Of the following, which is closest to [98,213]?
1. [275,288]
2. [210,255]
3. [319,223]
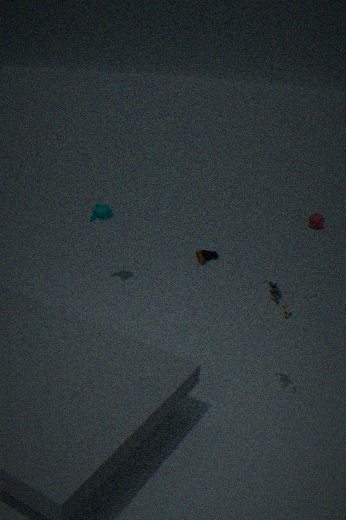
[210,255]
